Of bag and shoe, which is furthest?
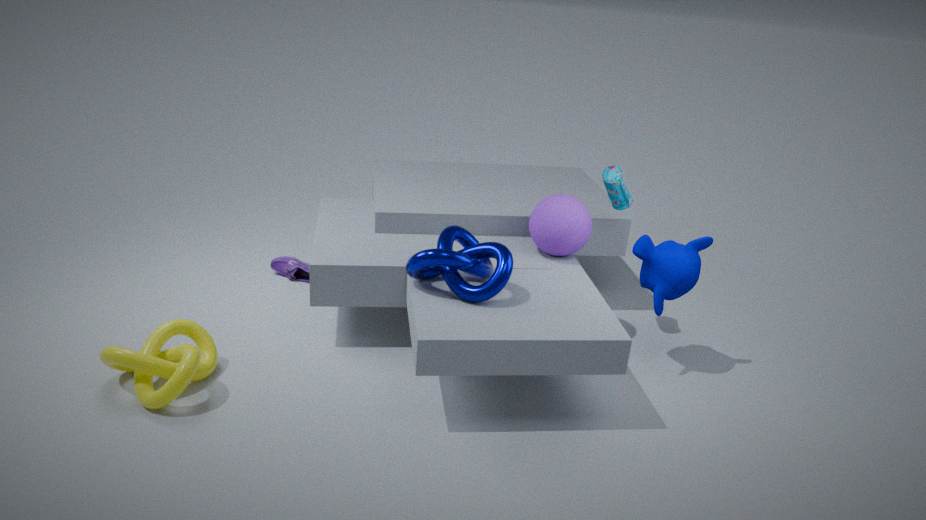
shoe
